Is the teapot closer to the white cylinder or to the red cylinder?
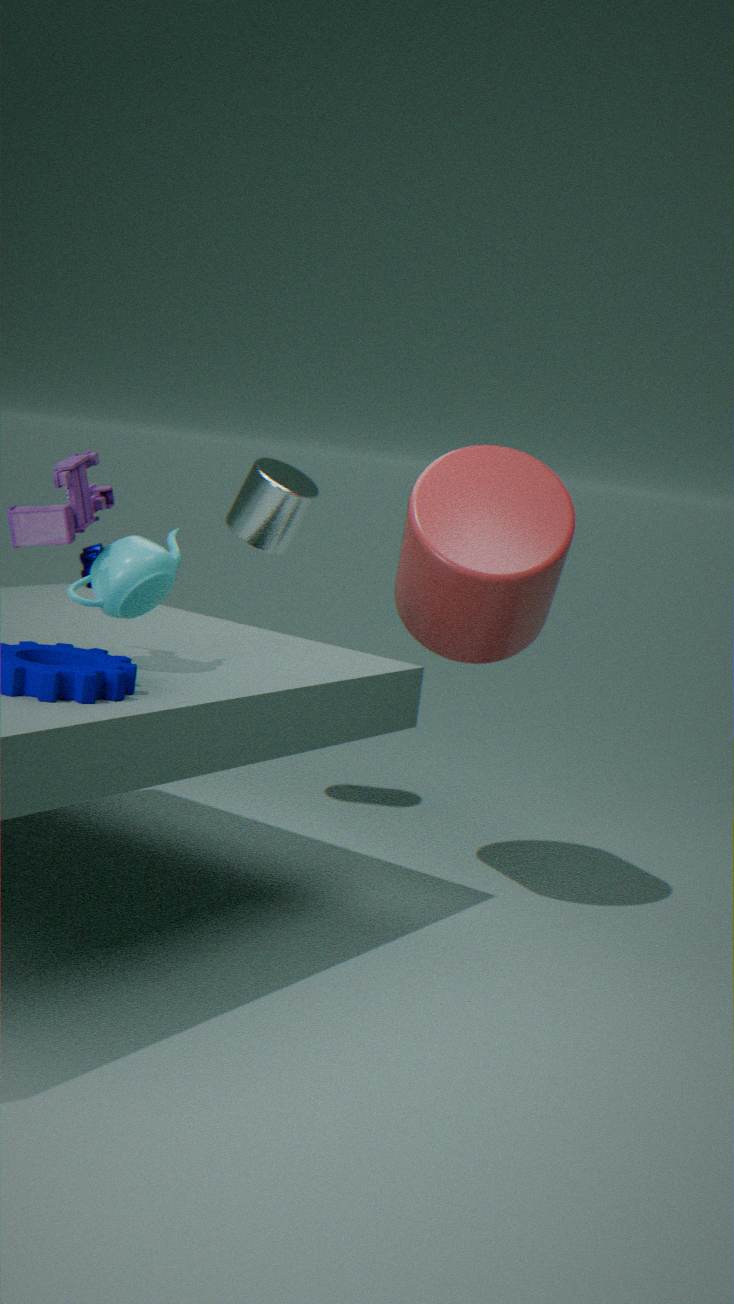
the red cylinder
